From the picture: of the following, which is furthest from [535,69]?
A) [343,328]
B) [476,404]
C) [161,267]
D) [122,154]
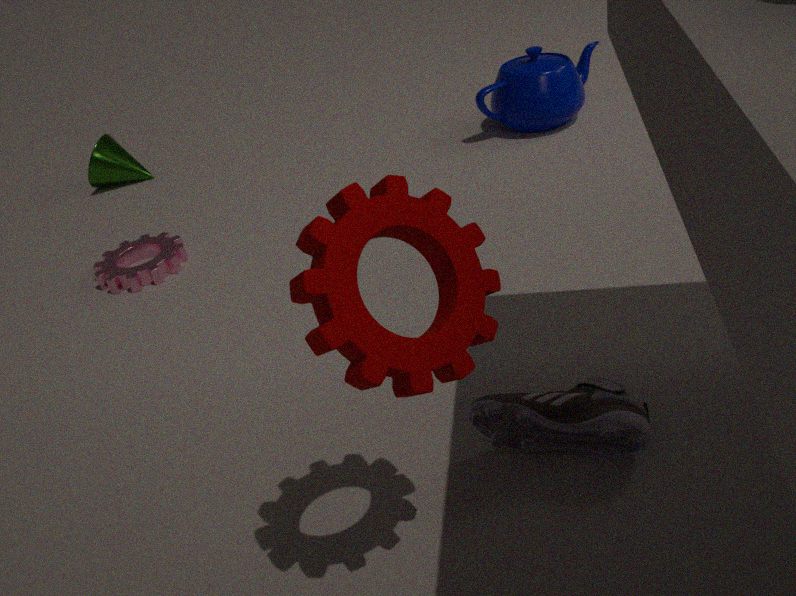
[343,328]
